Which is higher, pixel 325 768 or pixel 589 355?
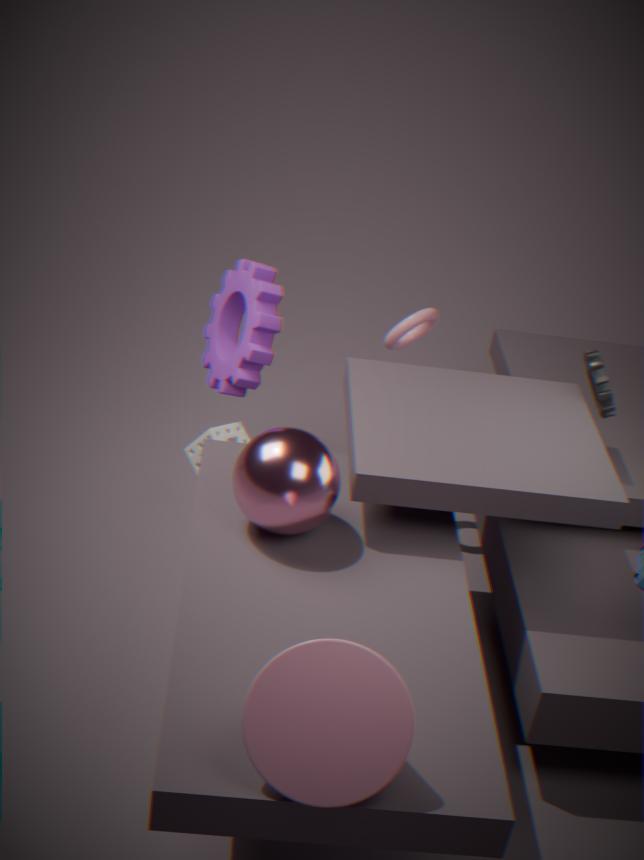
pixel 589 355
